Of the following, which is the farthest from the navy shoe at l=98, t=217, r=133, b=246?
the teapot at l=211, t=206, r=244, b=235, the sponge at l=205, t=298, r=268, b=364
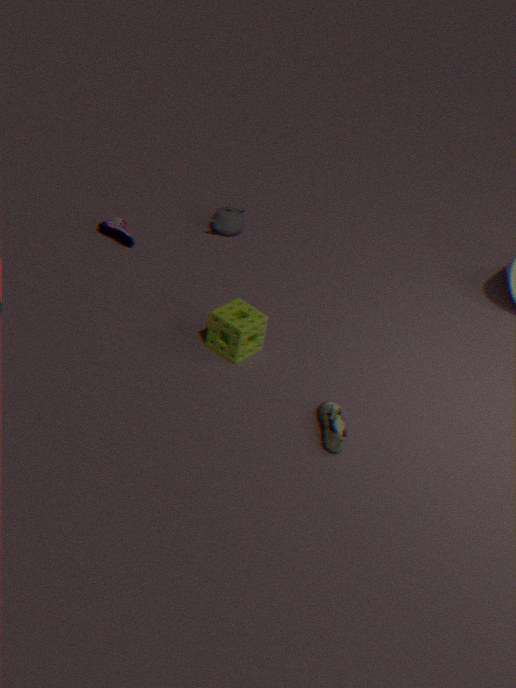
the sponge at l=205, t=298, r=268, b=364
